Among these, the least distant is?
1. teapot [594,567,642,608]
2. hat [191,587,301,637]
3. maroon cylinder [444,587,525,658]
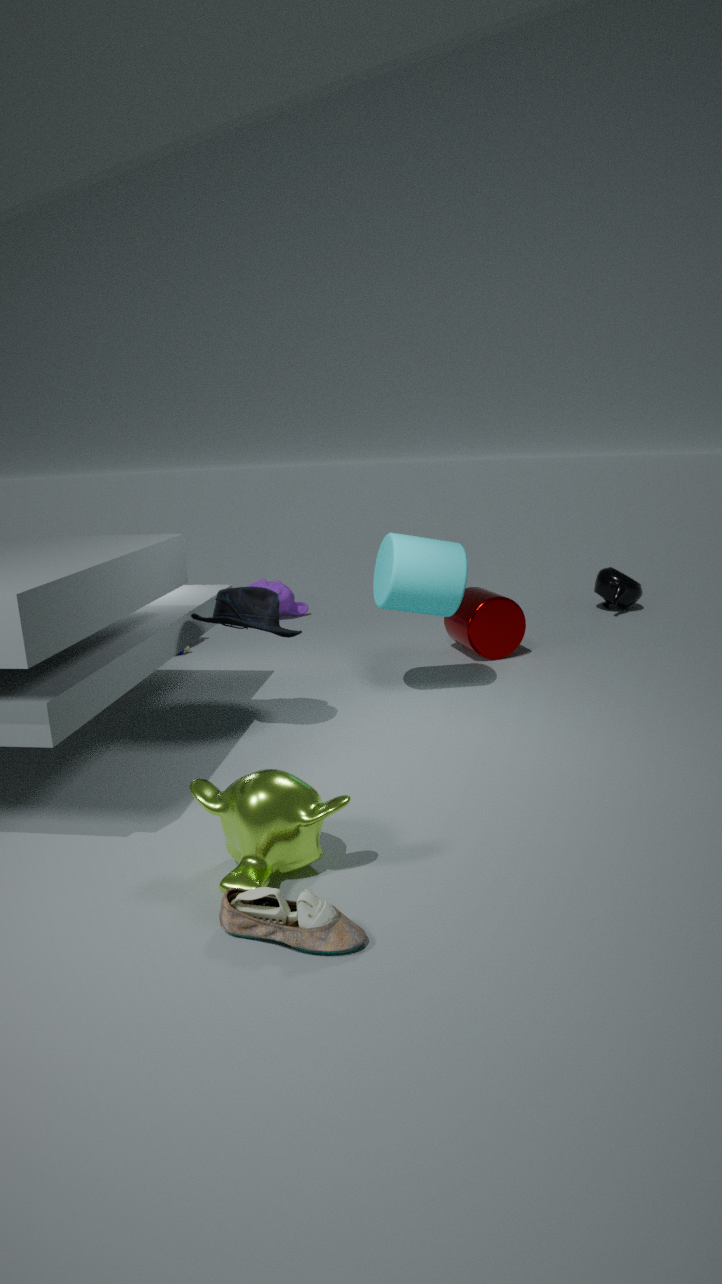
hat [191,587,301,637]
